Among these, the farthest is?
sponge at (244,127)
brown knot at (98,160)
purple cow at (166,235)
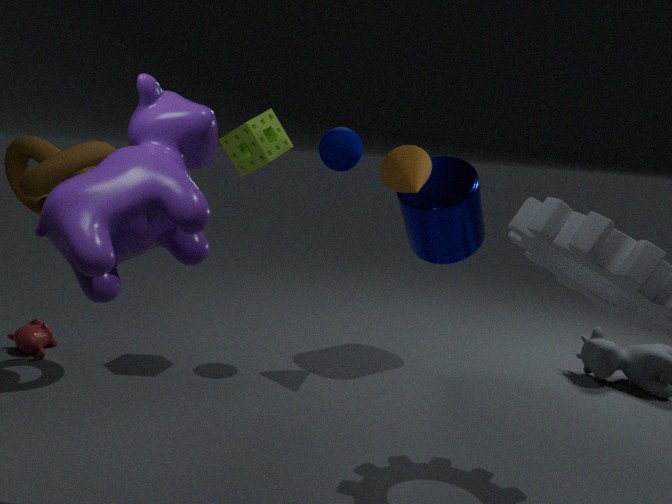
sponge at (244,127)
